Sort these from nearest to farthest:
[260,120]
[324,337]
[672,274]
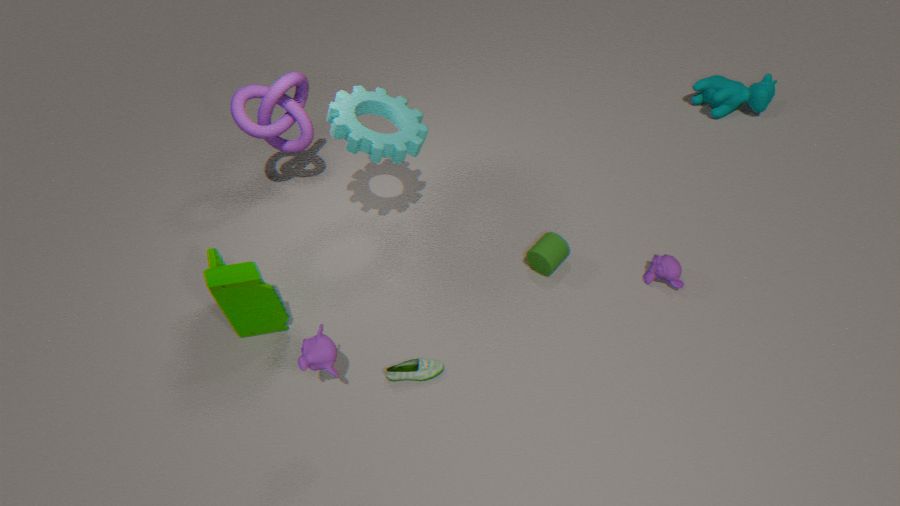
[324,337] → [672,274] → [260,120]
